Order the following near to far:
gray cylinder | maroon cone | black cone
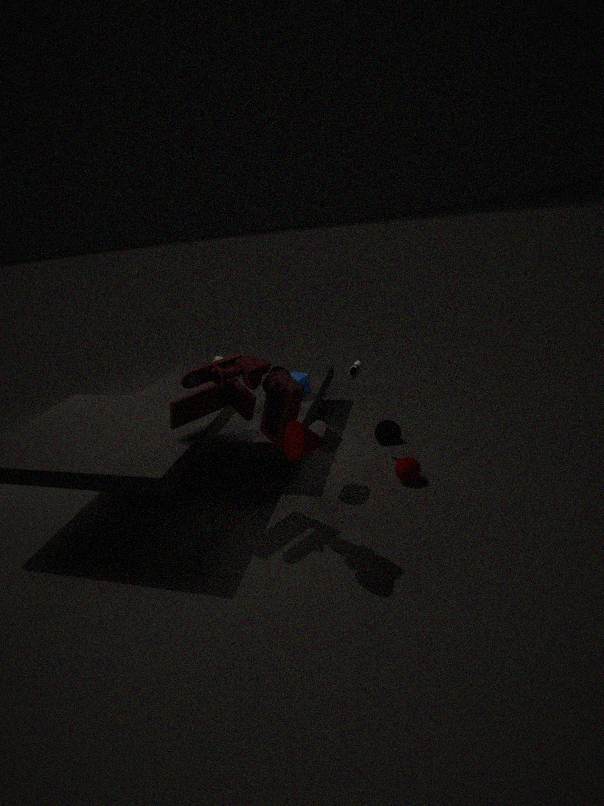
maroon cone, gray cylinder, black cone
